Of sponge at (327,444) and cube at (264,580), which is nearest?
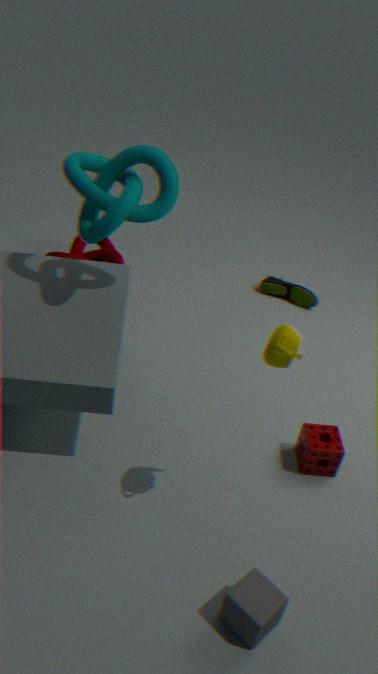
cube at (264,580)
